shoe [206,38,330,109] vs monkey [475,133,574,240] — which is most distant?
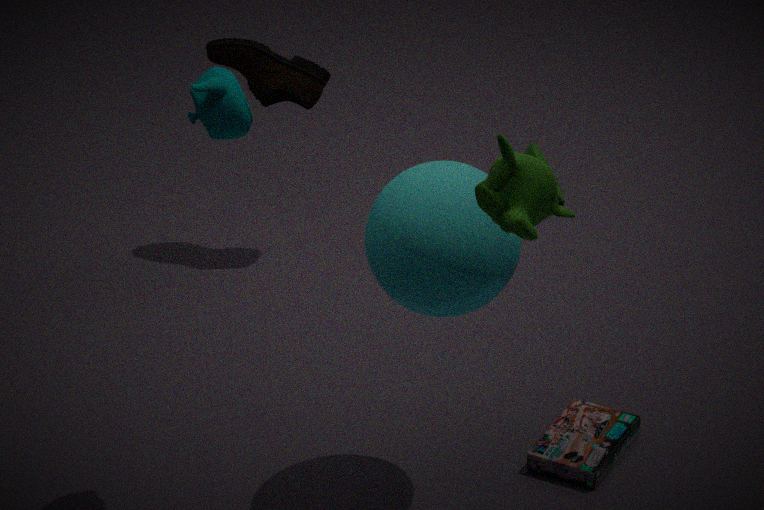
shoe [206,38,330,109]
